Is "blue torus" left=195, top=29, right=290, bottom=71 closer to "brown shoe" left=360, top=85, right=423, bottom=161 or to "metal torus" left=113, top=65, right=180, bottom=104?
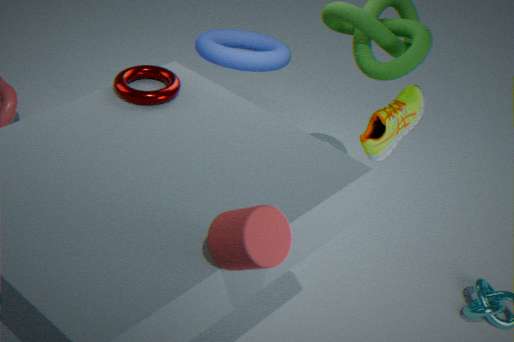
"brown shoe" left=360, top=85, right=423, bottom=161
